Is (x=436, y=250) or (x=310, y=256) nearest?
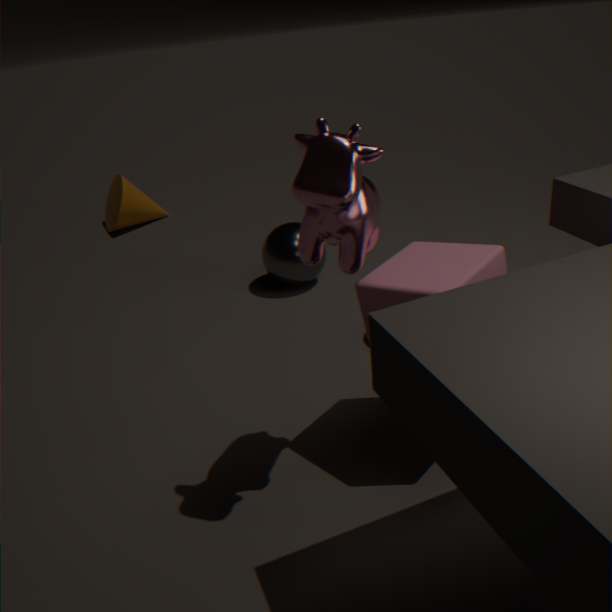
(x=310, y=256)
